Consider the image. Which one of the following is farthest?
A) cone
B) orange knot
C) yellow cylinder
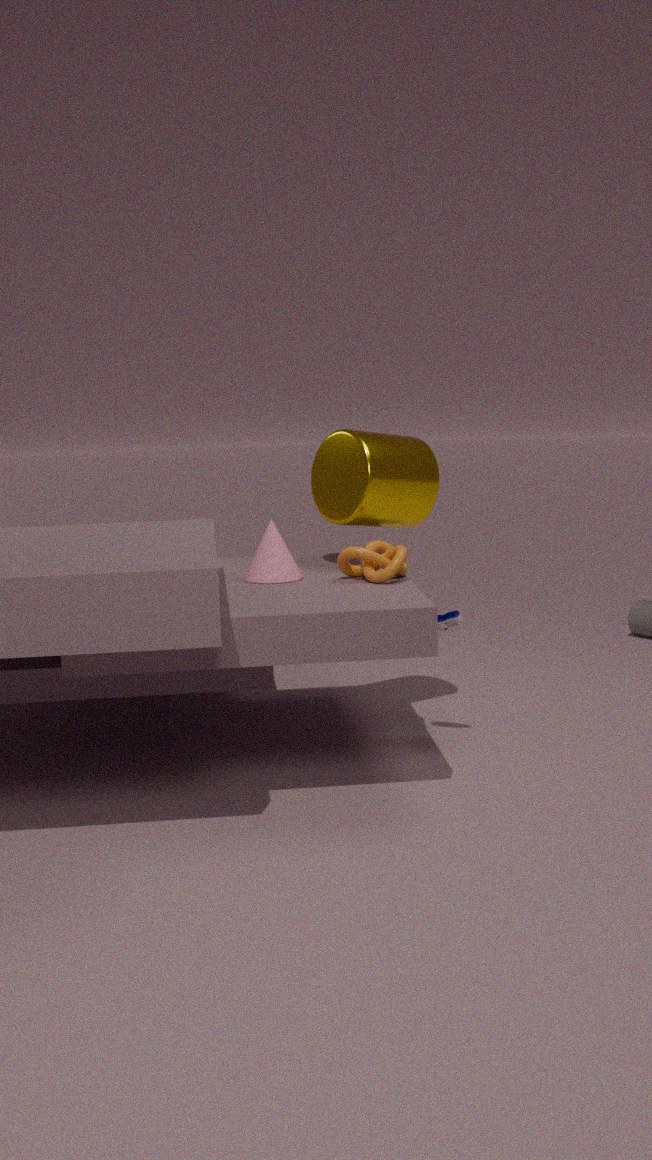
yellow cylinder
